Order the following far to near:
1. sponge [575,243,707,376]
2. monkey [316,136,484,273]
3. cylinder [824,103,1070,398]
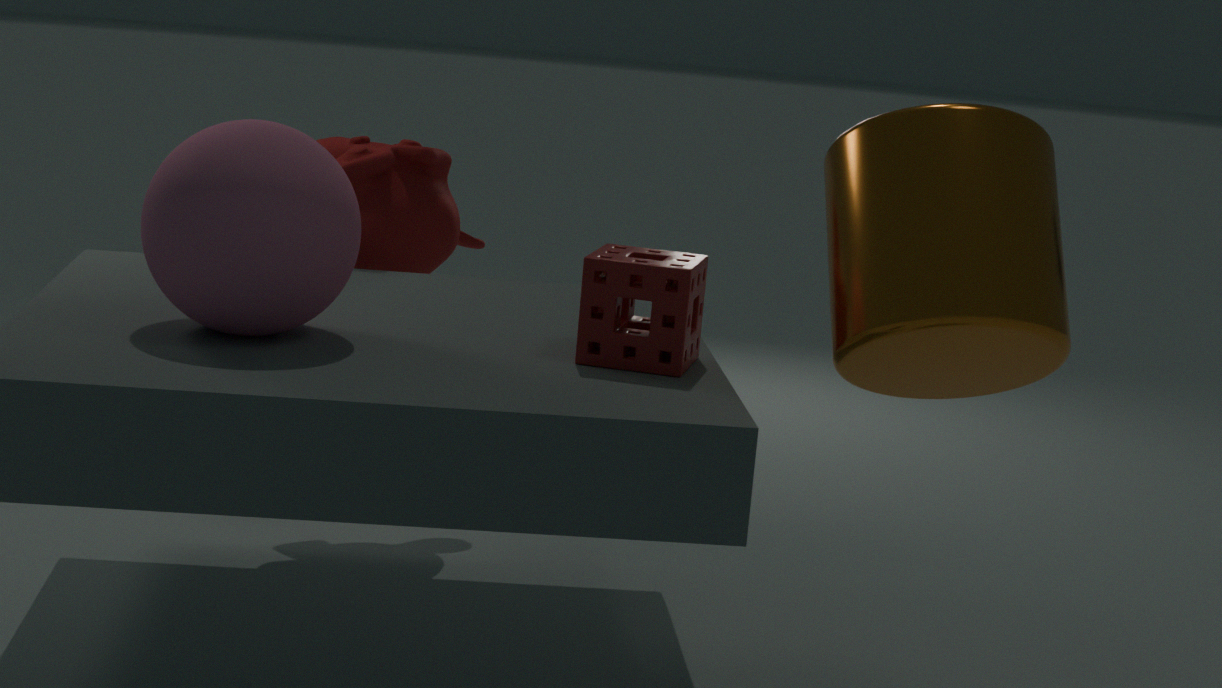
monkey [316,136,484,273] → sponge [575,243,707,376] → cylinder [824,103,1070,398]
